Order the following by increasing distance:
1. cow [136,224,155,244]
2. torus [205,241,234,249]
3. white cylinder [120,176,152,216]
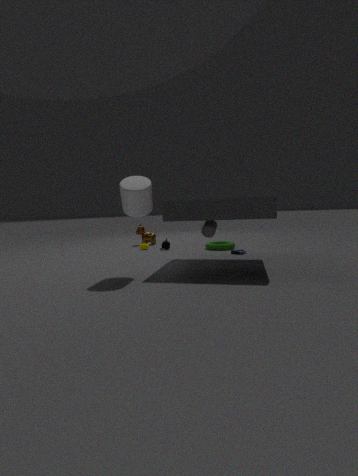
1. white cylinder [120,176,152,216]
2. torus [205,241,234,249]
3. cow [136,224,155,244]
